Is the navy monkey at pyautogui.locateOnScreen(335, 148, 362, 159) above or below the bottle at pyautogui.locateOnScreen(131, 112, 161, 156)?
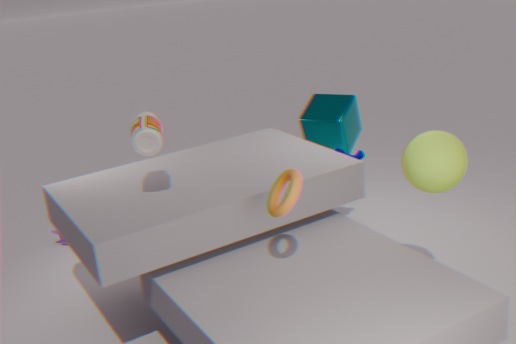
below
